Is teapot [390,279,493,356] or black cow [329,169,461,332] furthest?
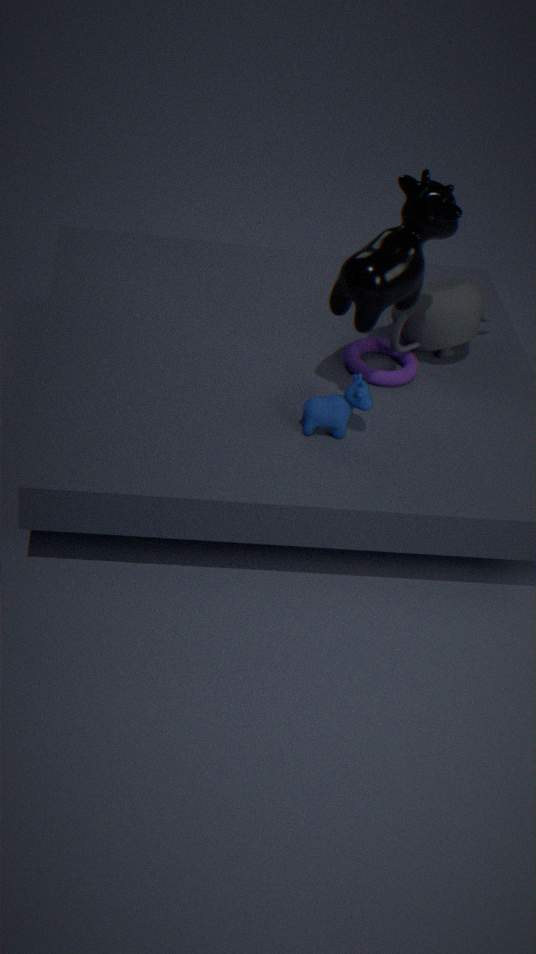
teapot [390,279,493,356]
